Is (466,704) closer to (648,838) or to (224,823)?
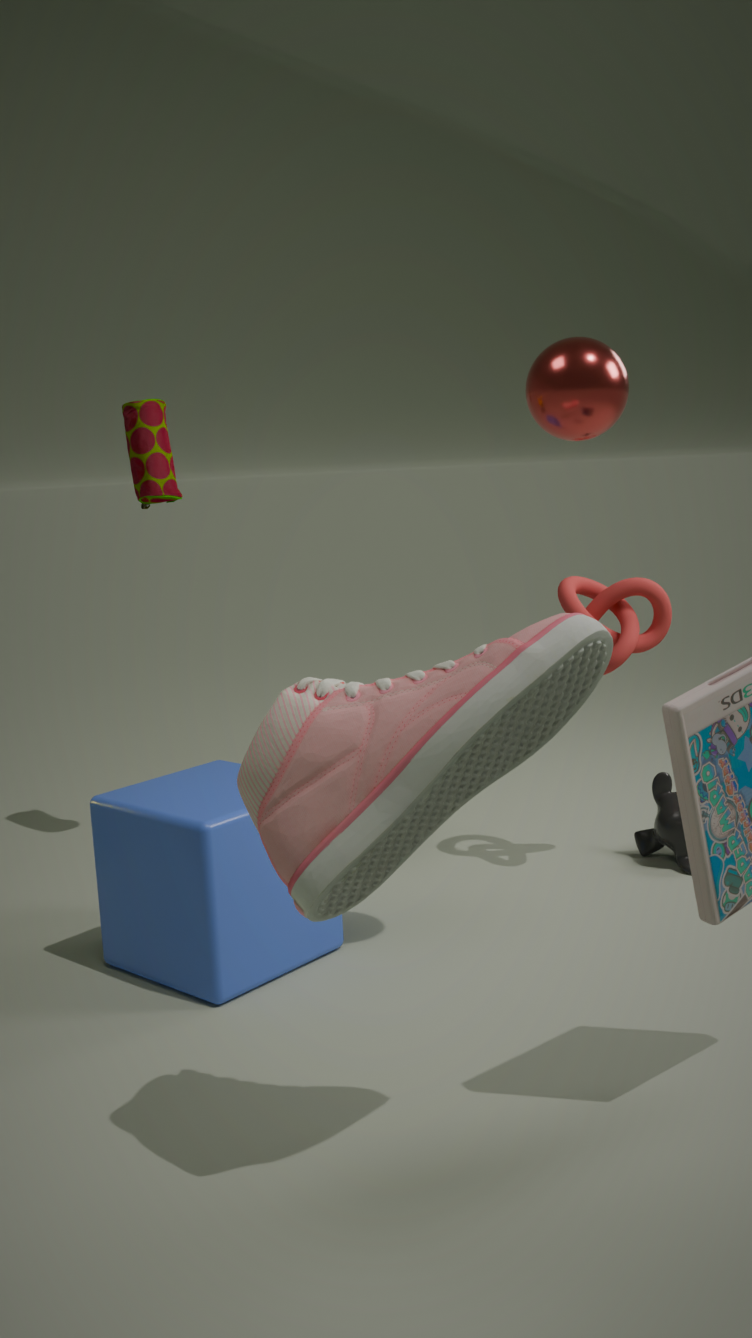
(224,823)
